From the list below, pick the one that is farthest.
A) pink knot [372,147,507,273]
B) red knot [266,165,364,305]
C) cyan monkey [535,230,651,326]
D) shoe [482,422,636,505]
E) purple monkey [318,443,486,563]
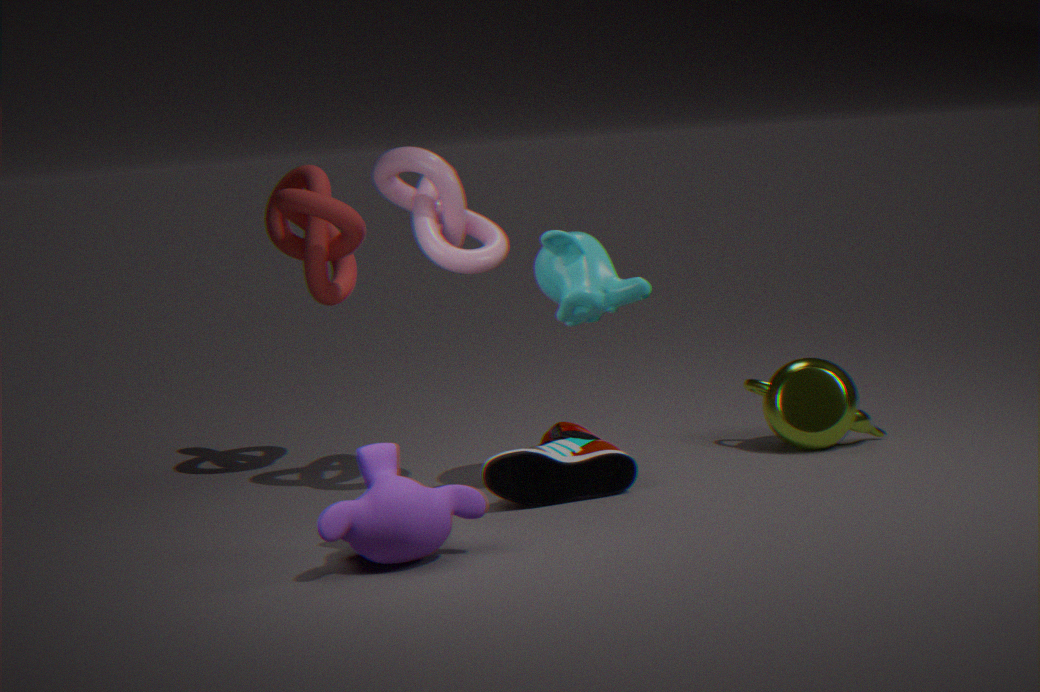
red knot [266,165,364,305]
